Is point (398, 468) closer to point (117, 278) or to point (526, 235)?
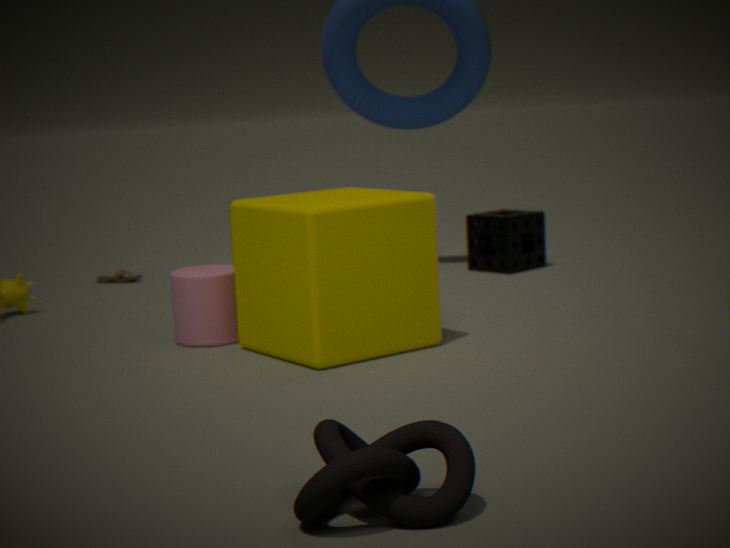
point (526, 235)
